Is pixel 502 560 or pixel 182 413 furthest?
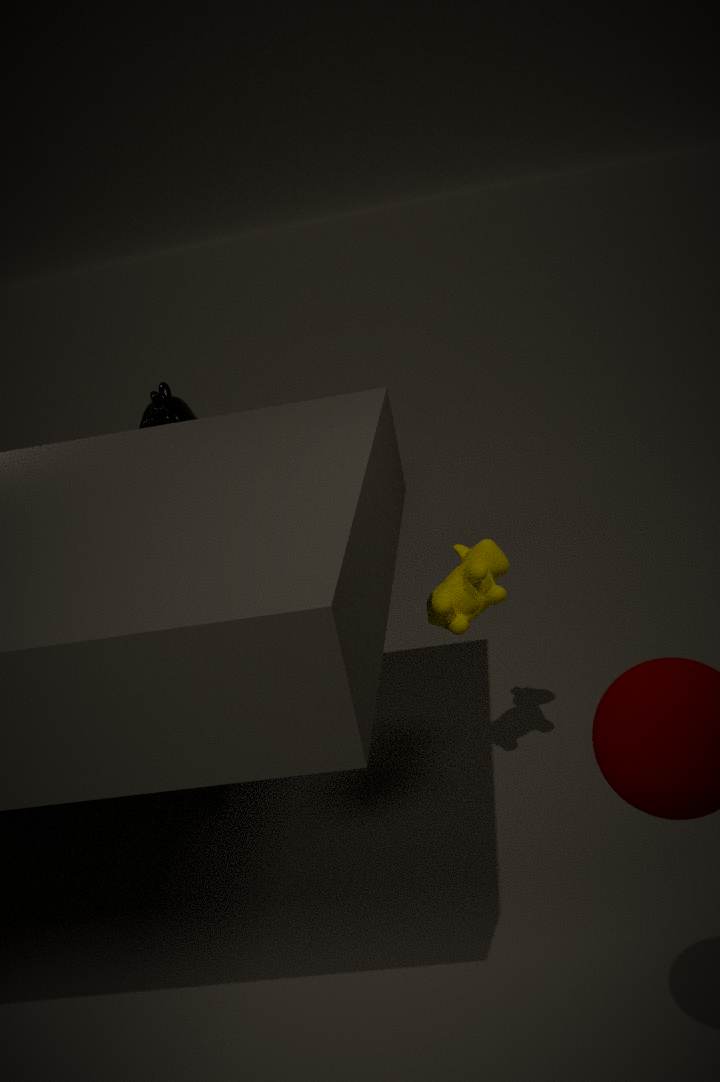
pixel 182 413
